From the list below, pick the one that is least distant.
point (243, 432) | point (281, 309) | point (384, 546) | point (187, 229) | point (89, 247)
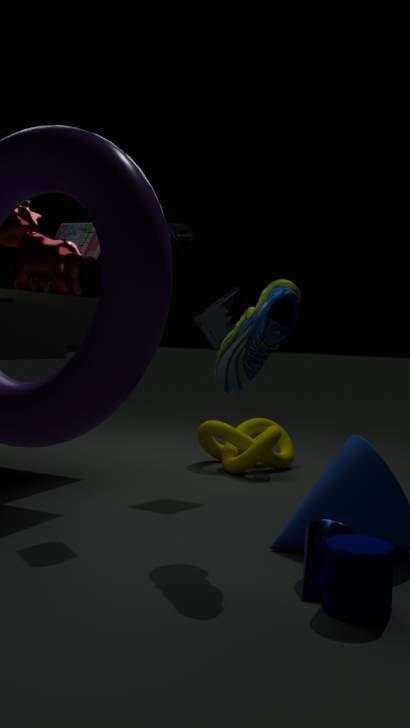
point (384, 546)
